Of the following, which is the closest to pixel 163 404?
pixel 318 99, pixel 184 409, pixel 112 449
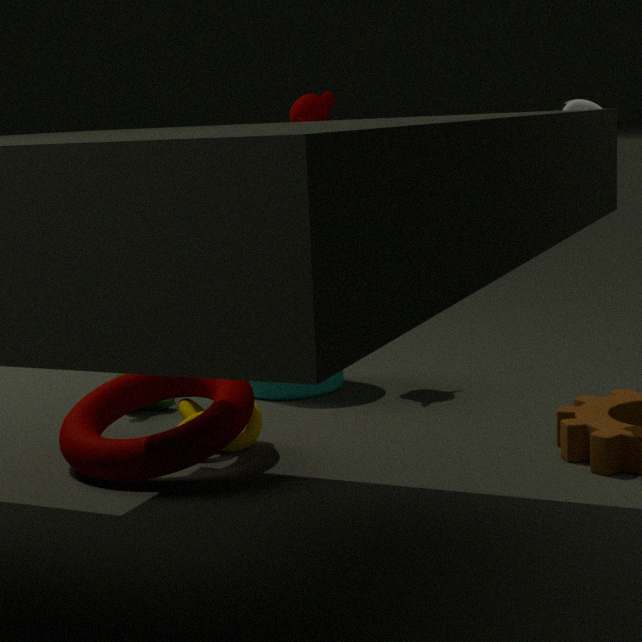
pixel 184 409
